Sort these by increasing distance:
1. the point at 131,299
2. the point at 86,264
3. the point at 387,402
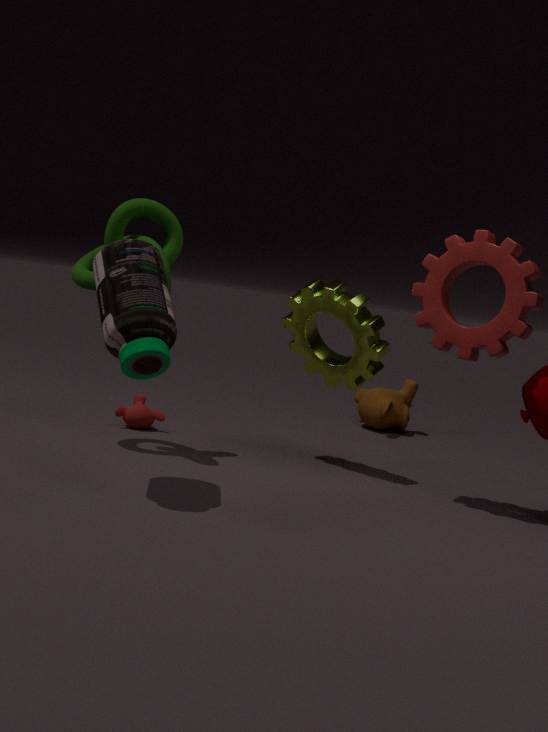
the point at 131,299 < the point at 86,264 < the point at 387,402
